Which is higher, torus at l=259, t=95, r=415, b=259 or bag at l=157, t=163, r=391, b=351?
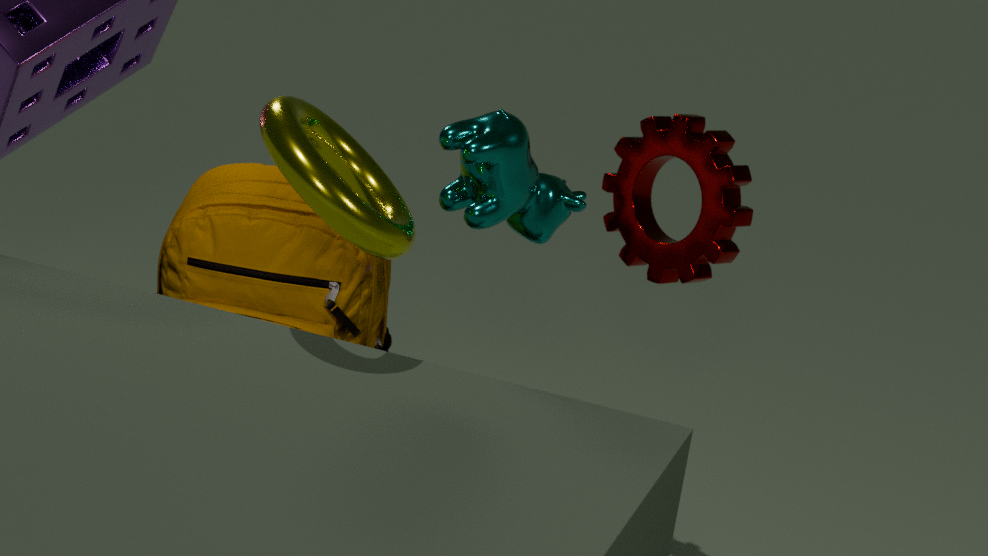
torus at l=259, t=95, r=415, b=259
